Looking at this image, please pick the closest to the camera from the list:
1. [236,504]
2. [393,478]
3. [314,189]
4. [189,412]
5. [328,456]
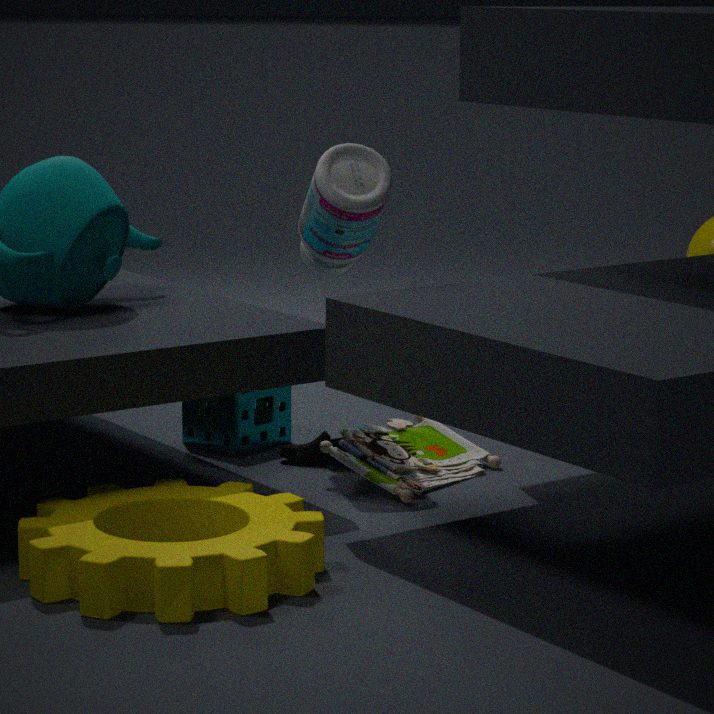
[236,504]
